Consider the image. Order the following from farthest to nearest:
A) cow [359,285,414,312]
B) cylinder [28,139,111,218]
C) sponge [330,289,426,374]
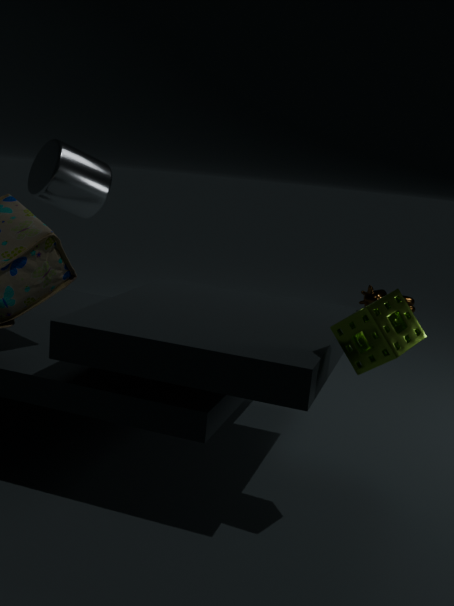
1. cow [359,285,414,312]
2. cylinder [28,139,111,218]
3. sponge [330,289,426,374]
